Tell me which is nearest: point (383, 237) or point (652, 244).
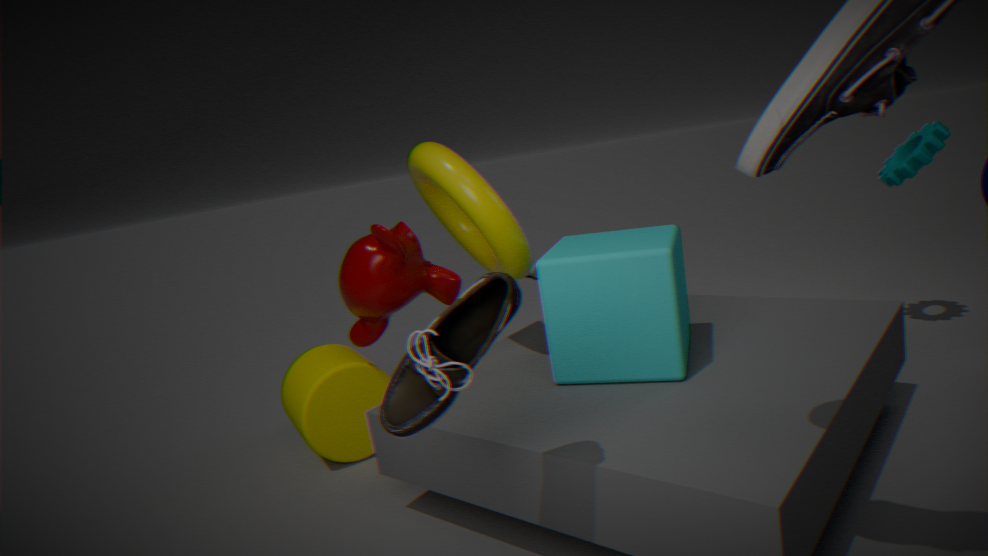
point (652, 244)
